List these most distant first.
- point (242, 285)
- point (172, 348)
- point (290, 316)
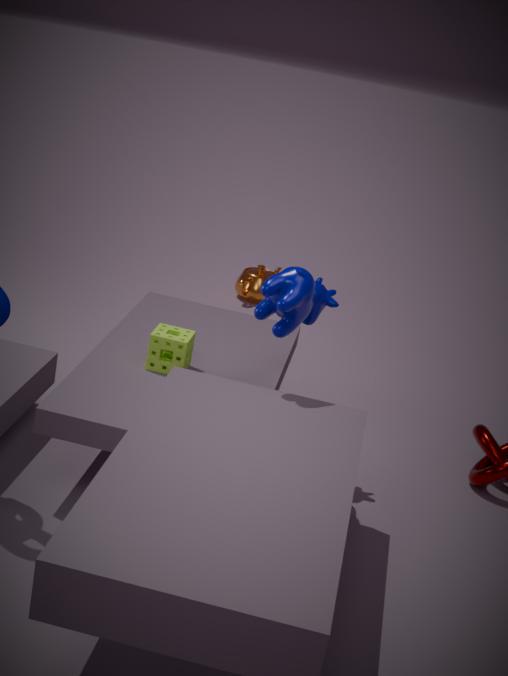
point (242, 285)
point (172, 348)
point (290, 316)
